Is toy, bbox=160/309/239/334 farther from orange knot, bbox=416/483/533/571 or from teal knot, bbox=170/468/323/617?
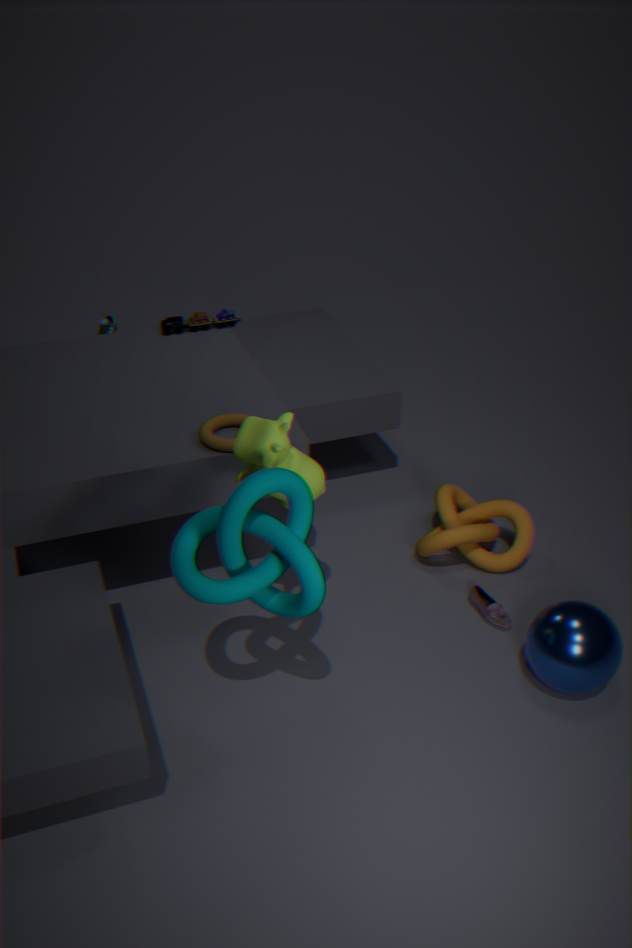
teal knot, bbox=170/468/323/617
